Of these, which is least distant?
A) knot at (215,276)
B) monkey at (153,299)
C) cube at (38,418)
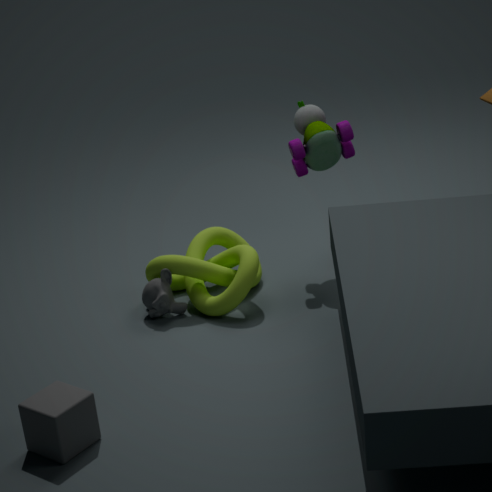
cube at (38,418)
